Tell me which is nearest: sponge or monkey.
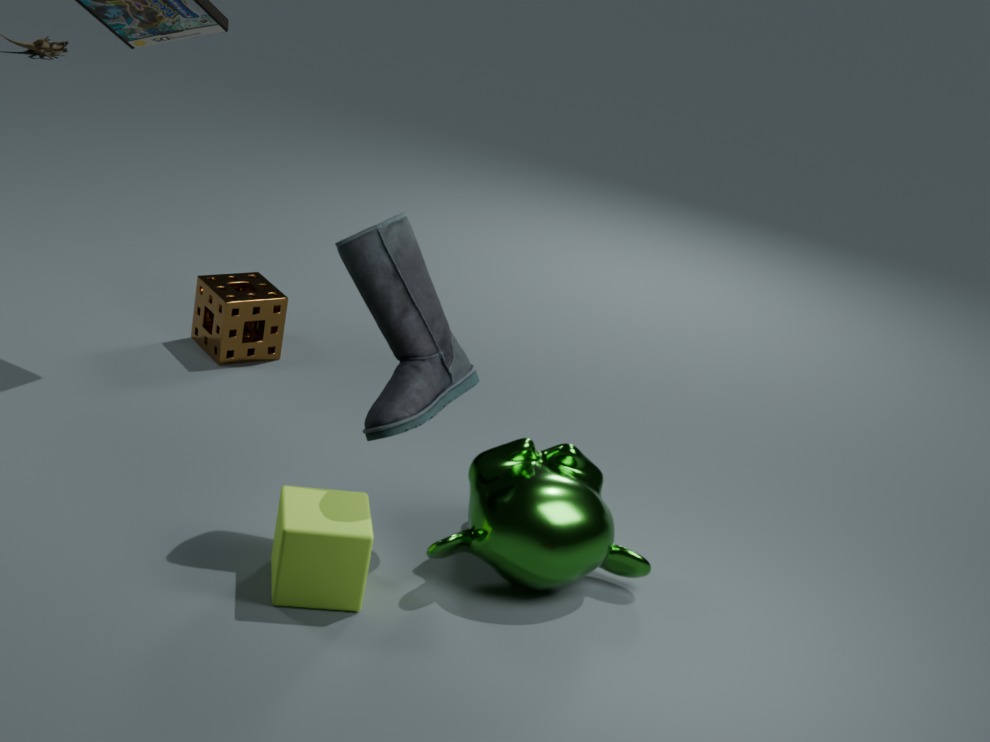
monkey
